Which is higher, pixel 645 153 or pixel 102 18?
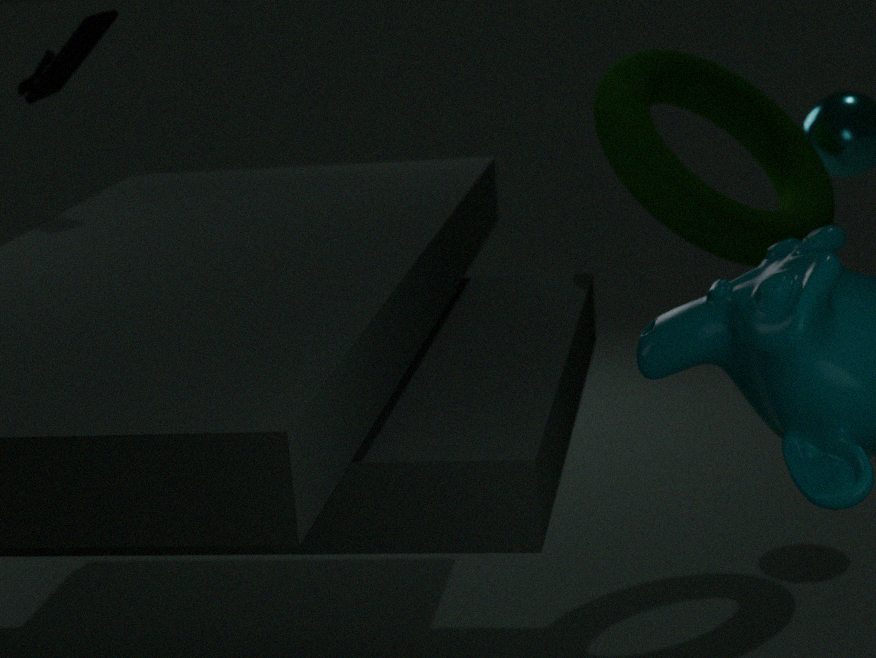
pixel 102 18
